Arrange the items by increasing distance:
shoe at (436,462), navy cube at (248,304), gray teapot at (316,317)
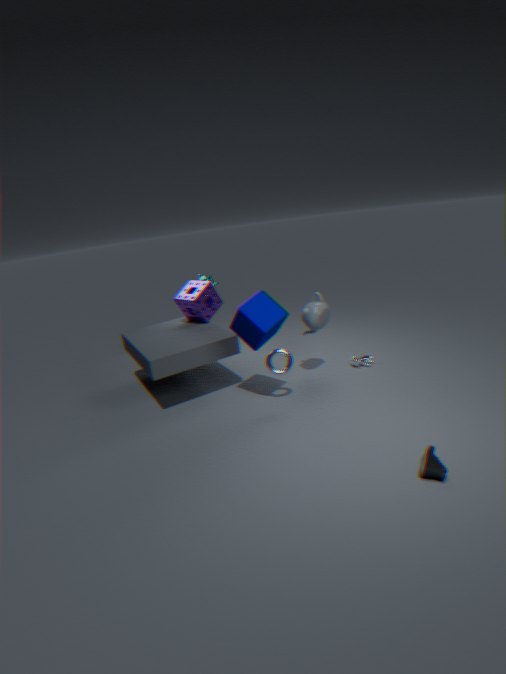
1. shoe at (436,462)
2. navy cube at (248,304)
3. gray teapot at (316,317)
